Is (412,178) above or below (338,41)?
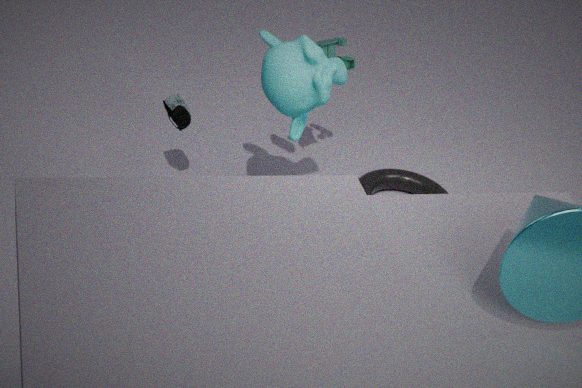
below
